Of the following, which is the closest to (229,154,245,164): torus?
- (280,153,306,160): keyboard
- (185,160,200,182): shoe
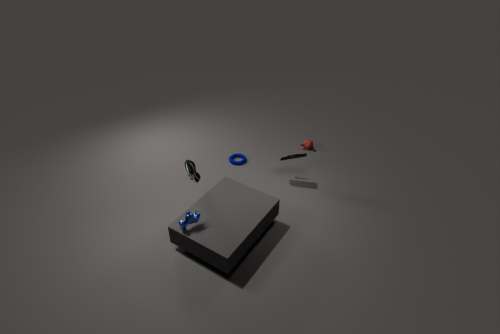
(280,153,306,160): keyboard
